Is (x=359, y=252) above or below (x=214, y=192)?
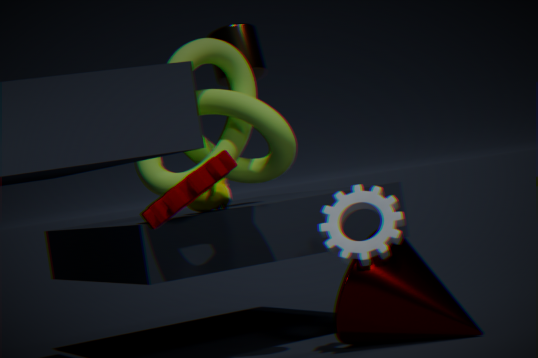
below
